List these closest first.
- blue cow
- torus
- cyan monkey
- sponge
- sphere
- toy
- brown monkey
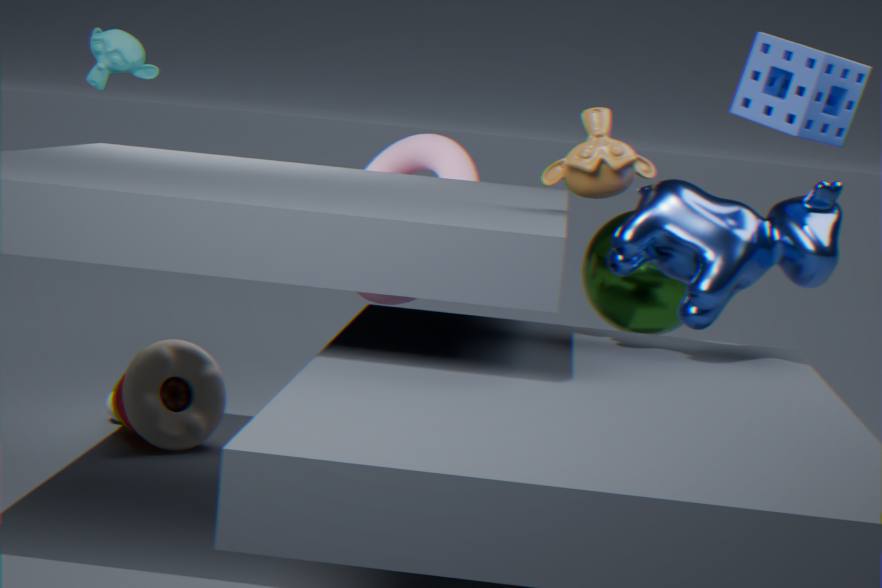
1. sponge
2. blue cow
3. brown monkey
4. sphere
5. toy
6. torus
7. cyan monkey
